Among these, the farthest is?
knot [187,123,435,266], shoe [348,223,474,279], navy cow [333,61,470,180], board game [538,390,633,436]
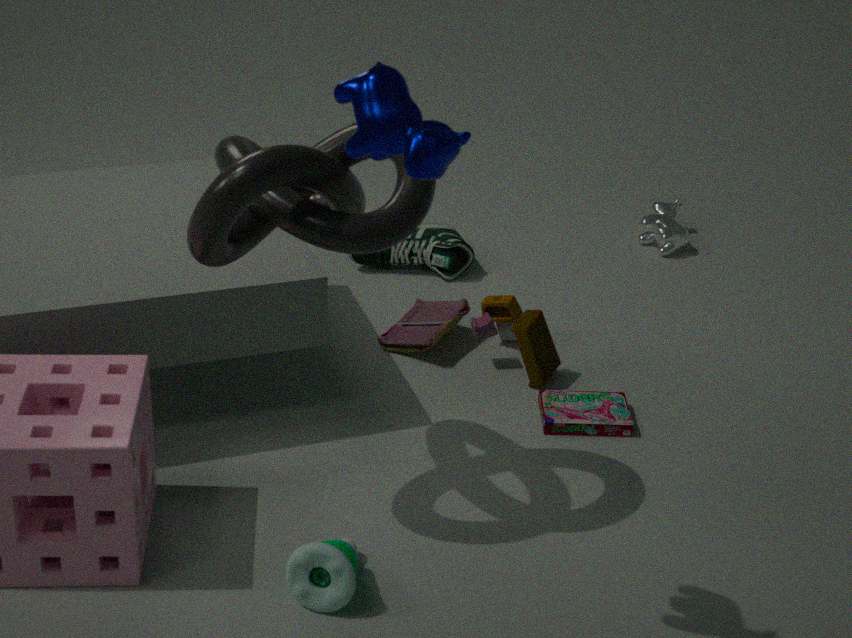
shoe [348,223,474,279]
